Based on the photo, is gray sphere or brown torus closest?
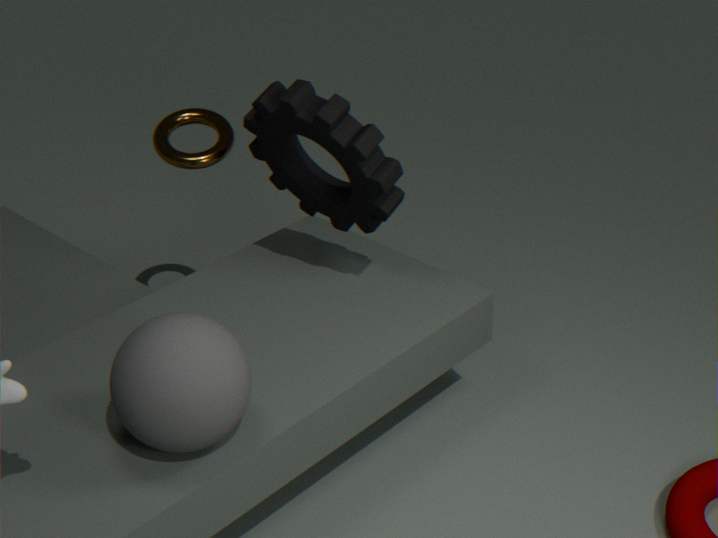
gray sphere
